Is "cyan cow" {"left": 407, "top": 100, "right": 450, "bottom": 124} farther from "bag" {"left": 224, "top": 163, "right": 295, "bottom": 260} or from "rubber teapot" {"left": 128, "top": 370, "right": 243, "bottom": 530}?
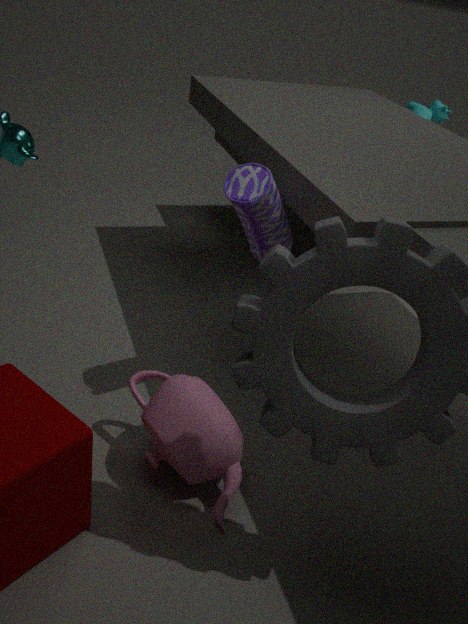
"rubber teapot" {"left": 128, "top": 370, "right": 243, "bottom": 530}
